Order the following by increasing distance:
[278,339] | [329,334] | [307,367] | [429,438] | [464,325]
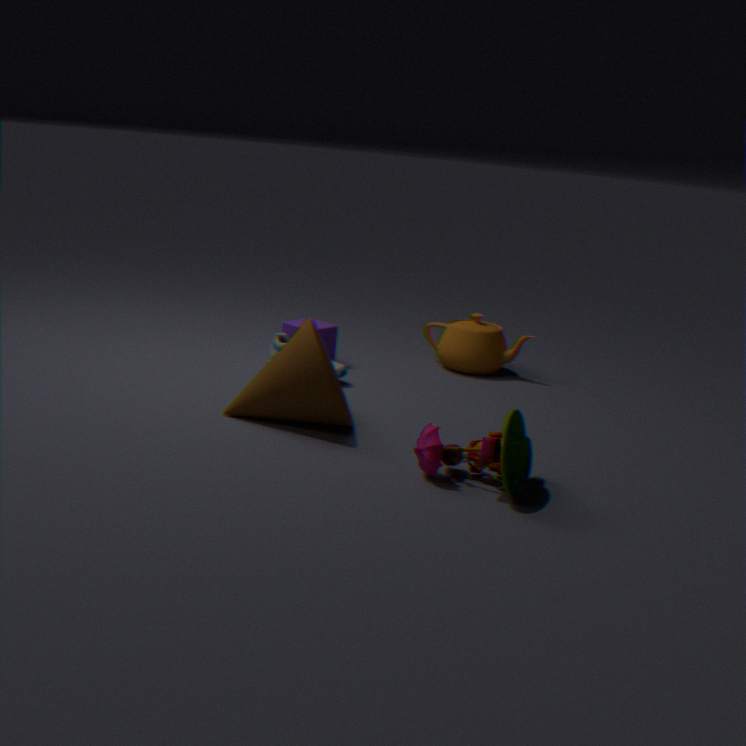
[429,438]
[307,367]
[278,339]
[329,334]
[464,325]
